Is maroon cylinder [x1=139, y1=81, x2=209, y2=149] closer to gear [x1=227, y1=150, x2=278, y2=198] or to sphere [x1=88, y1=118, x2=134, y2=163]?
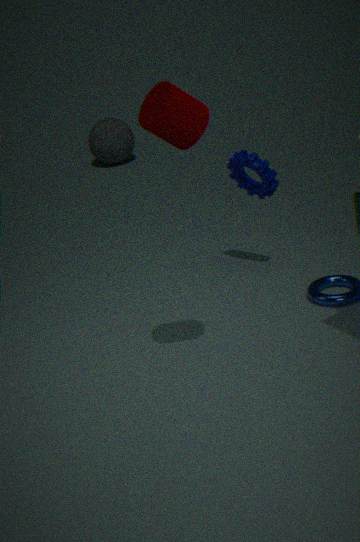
gear [x1=227, y1=150, x2=278, y2=198]
